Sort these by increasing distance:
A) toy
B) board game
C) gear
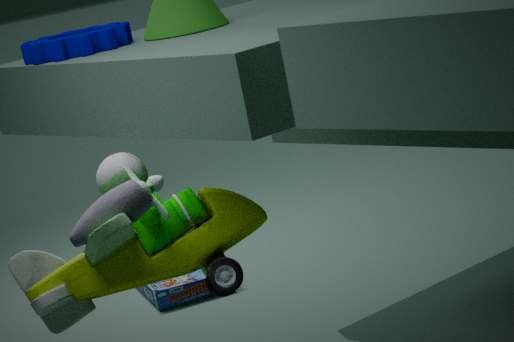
toy
gear
board game
